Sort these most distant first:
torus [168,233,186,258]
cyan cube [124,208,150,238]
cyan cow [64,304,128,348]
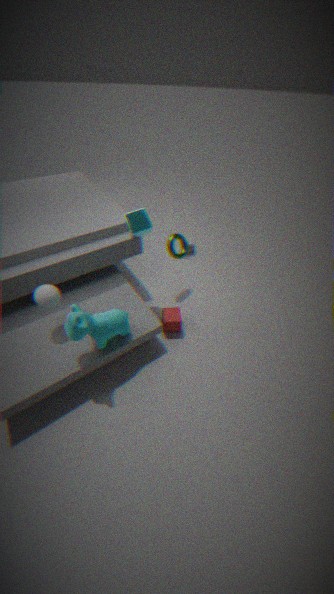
torus [168,233,186,258] → cyan cube [124,208,150,238] → cyan cow [64,304,128,348]
